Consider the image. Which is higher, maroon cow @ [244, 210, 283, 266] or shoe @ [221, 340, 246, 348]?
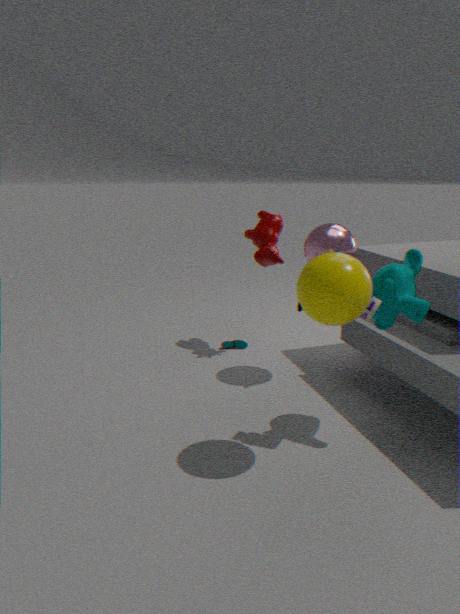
maroon cow @ [244, 210, 283, 266]
